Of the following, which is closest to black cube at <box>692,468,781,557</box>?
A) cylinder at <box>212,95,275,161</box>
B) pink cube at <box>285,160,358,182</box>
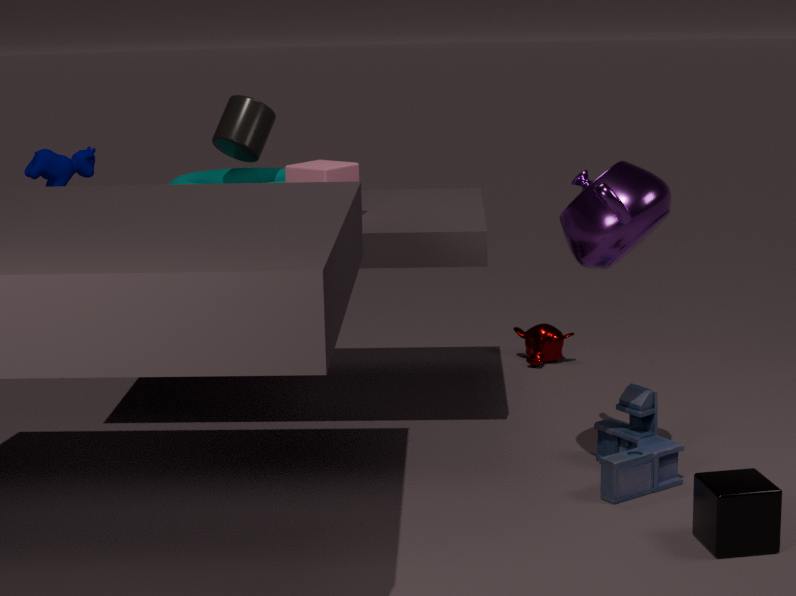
pink cube at <box>285,160,358,182</box>
